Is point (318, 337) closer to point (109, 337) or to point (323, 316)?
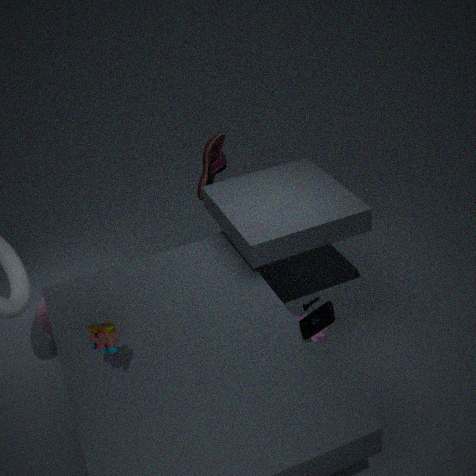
point (323, 316)
